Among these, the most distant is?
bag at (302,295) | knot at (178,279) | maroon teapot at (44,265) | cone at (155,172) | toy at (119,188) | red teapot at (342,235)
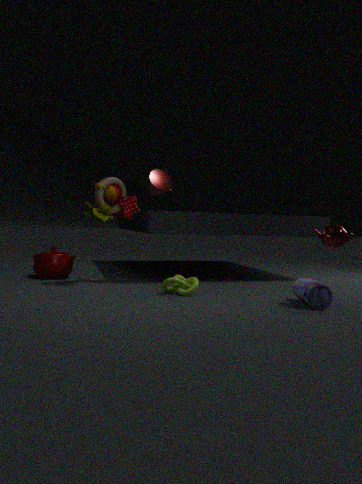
maroon teapot at (44,265)
